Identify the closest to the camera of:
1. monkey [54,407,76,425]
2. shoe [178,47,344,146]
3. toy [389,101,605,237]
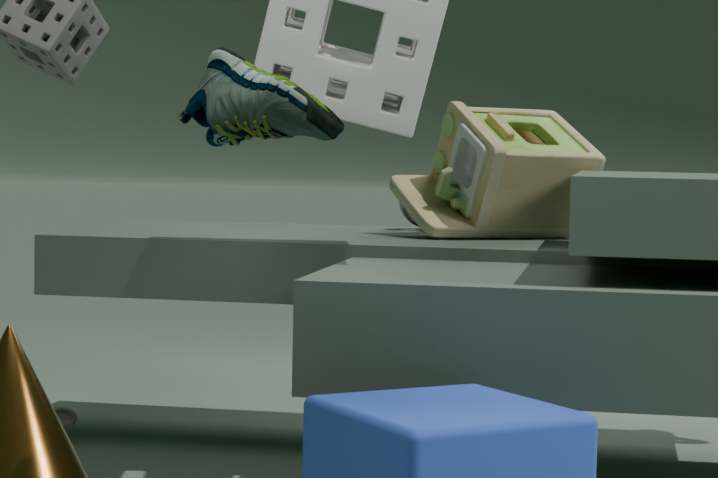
shoe [178,47,344,146]
